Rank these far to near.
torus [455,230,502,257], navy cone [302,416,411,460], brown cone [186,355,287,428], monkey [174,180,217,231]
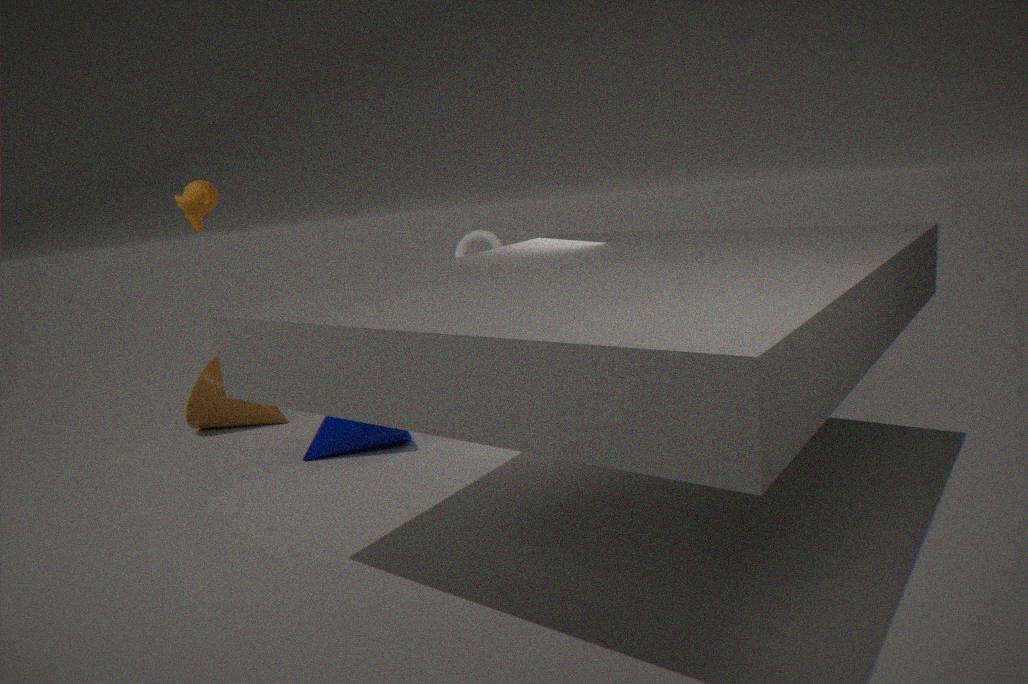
torus [455,230,502,257] < brown cone [186,355,287,428] < navy cone [302,416,411,460] < monkey [174,180,217,231]
